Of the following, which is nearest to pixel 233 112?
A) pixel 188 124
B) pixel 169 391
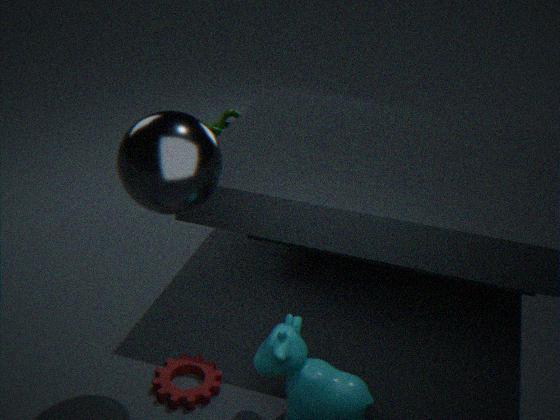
pixel 188 124
